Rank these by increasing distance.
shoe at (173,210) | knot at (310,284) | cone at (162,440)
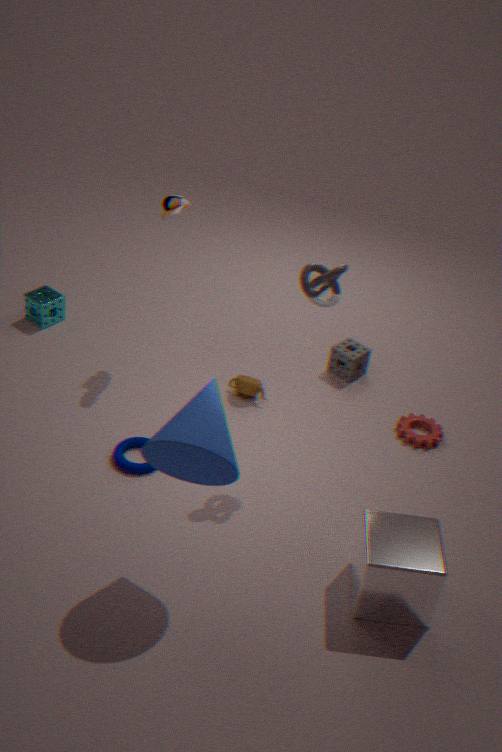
cone at (162,440)
knot at (310,284)
shoe at (173,210)
